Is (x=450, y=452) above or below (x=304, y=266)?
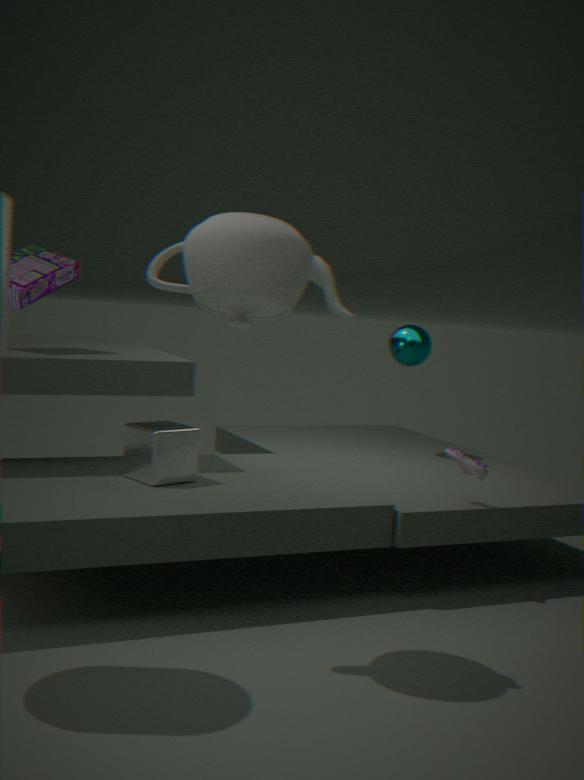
below
